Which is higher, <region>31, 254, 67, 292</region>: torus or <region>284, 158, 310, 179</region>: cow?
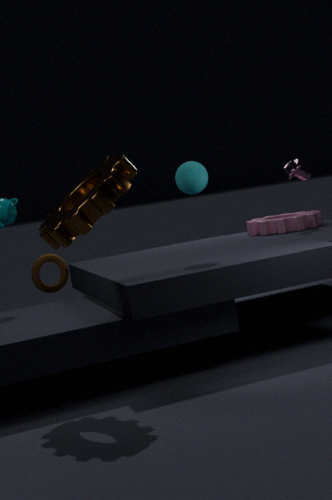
<region>284, 158, 310, 179</region>: cow
